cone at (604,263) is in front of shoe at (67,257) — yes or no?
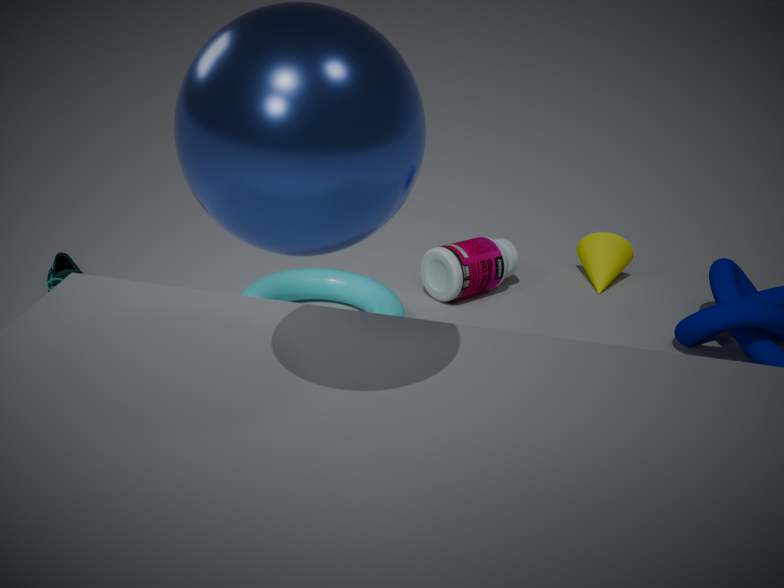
No
